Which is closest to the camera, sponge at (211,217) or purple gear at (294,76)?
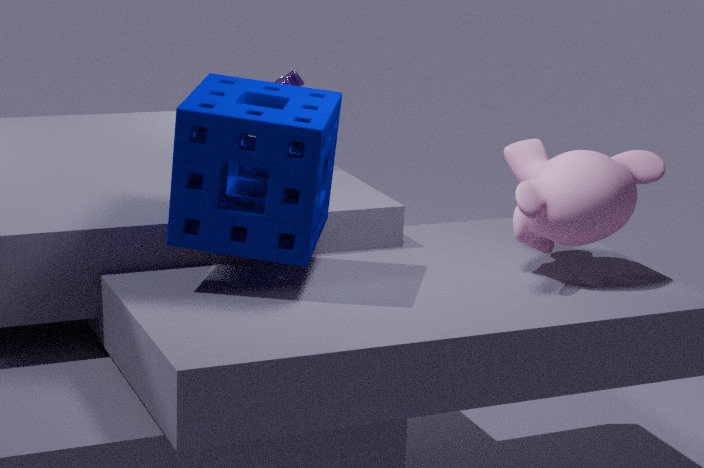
sponge at (211,217)
